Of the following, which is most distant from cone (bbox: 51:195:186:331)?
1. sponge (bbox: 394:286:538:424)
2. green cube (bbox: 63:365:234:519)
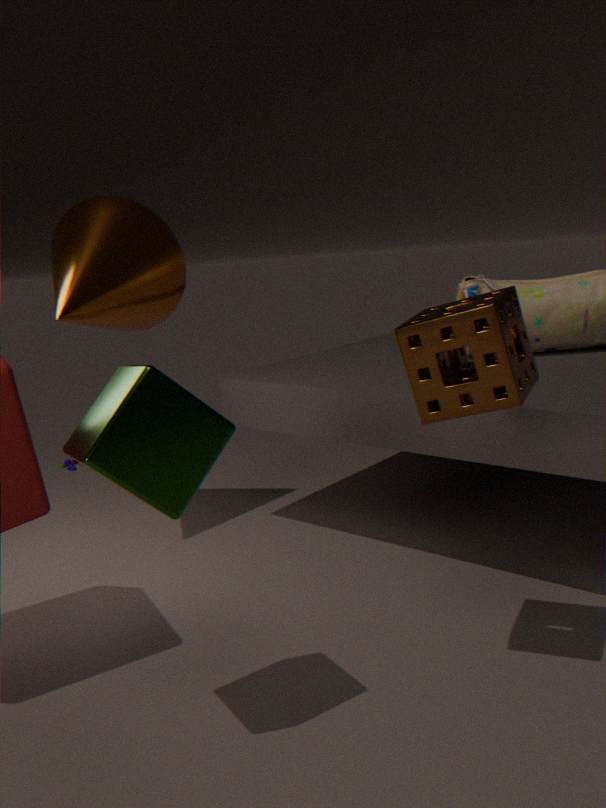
sponge (bbox: 394:286:538:424)
